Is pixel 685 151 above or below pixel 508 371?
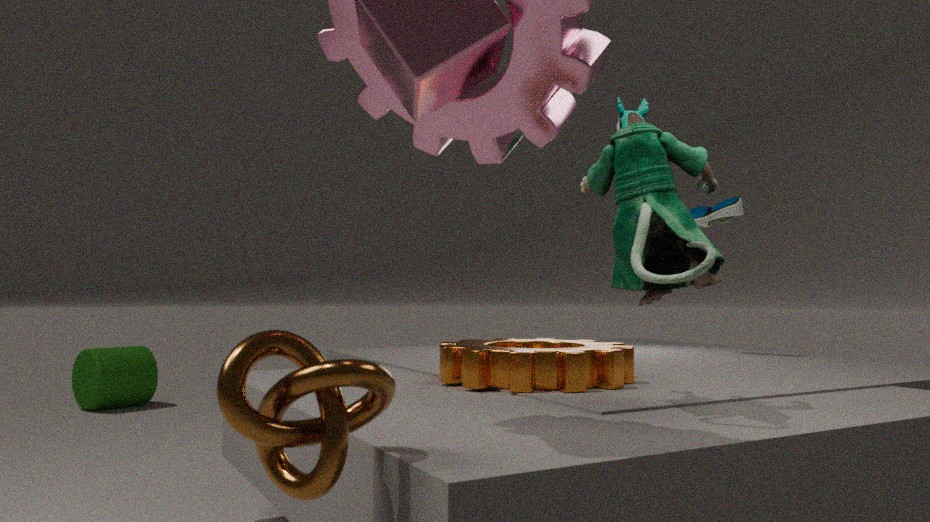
above
